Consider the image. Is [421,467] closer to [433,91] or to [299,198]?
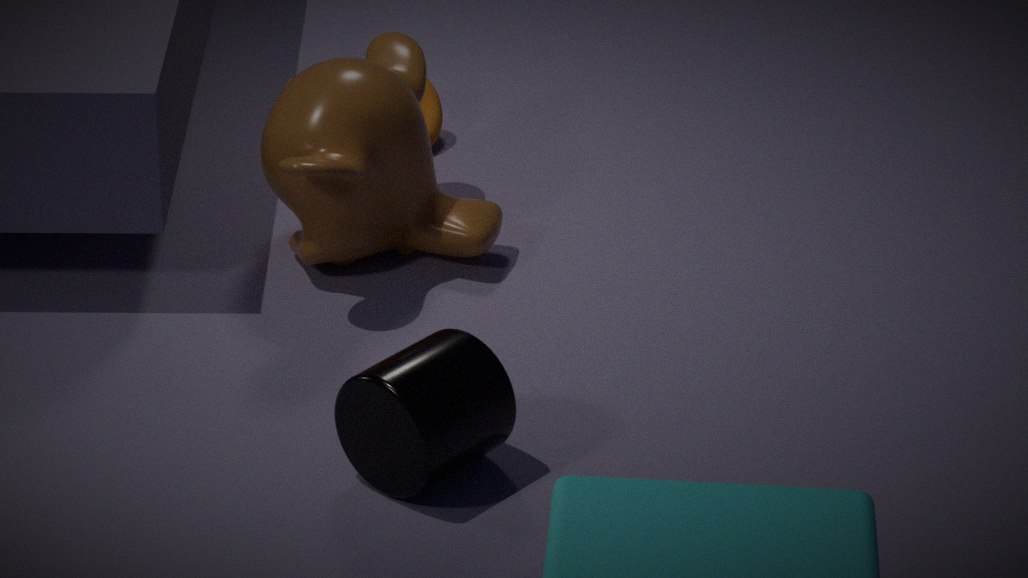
[299,198]
